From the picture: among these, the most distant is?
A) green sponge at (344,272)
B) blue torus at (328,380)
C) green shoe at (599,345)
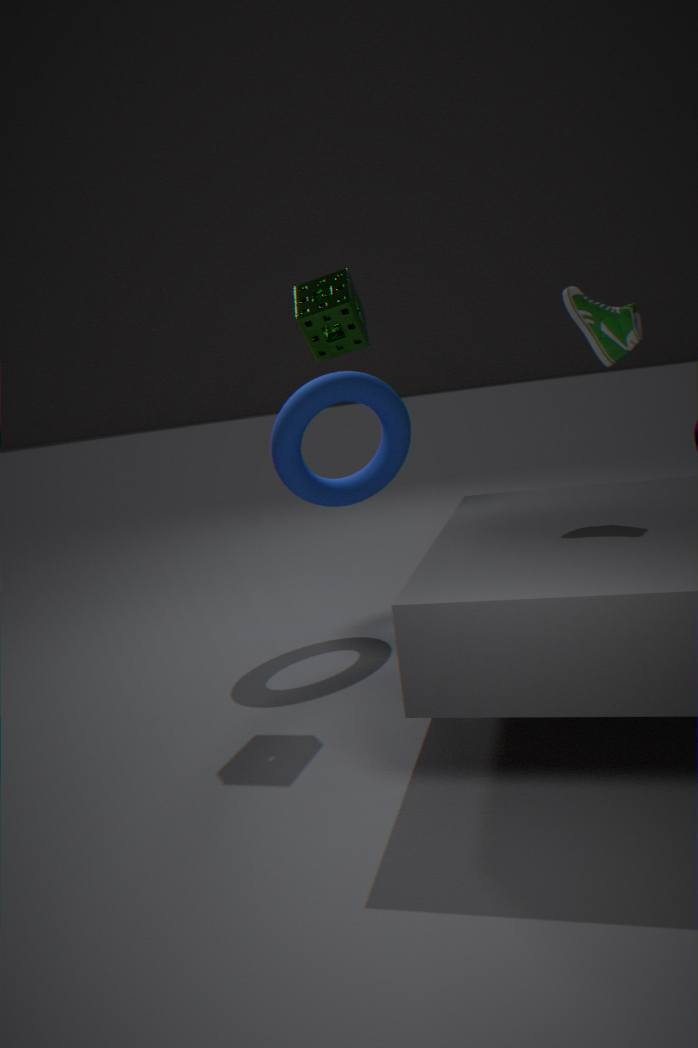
blue torus at (328,380)
